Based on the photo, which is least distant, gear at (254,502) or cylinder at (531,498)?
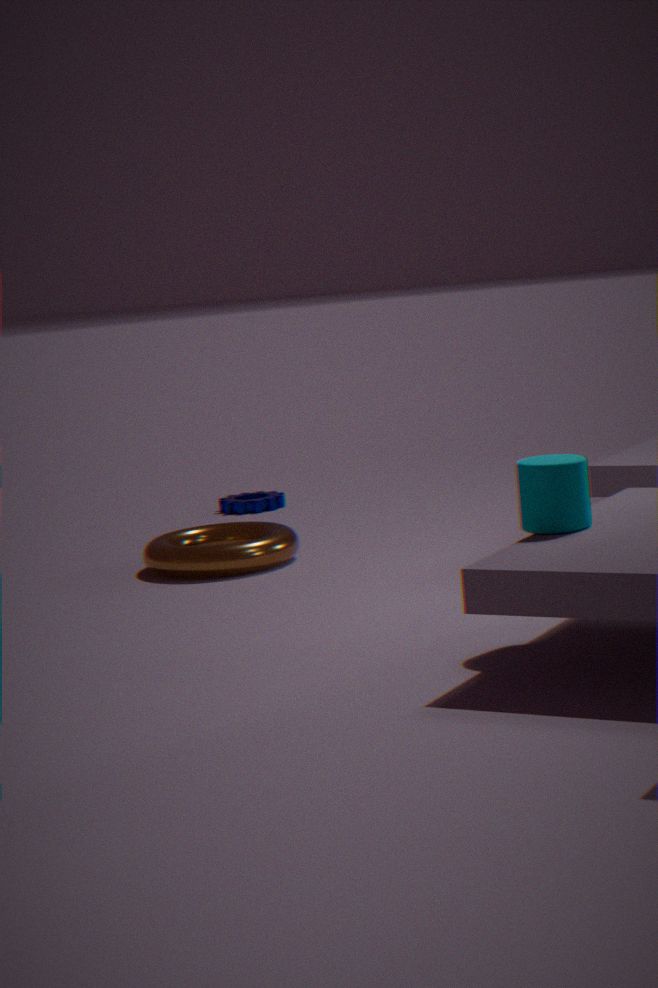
cylinder at (531,498)
